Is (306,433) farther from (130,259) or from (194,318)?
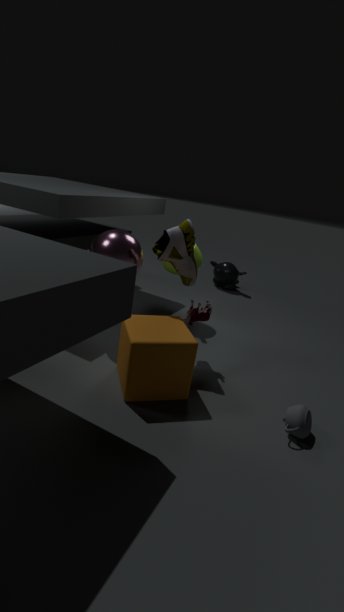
(130,259)
